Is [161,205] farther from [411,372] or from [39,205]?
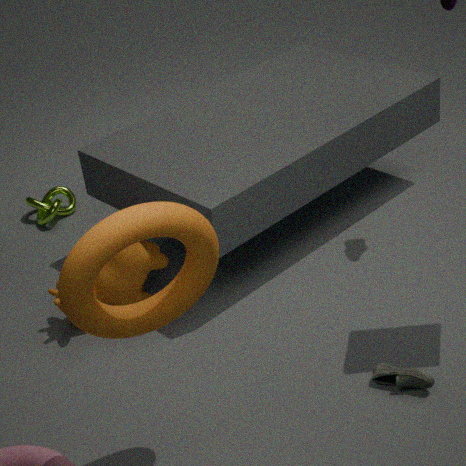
[39,205]
